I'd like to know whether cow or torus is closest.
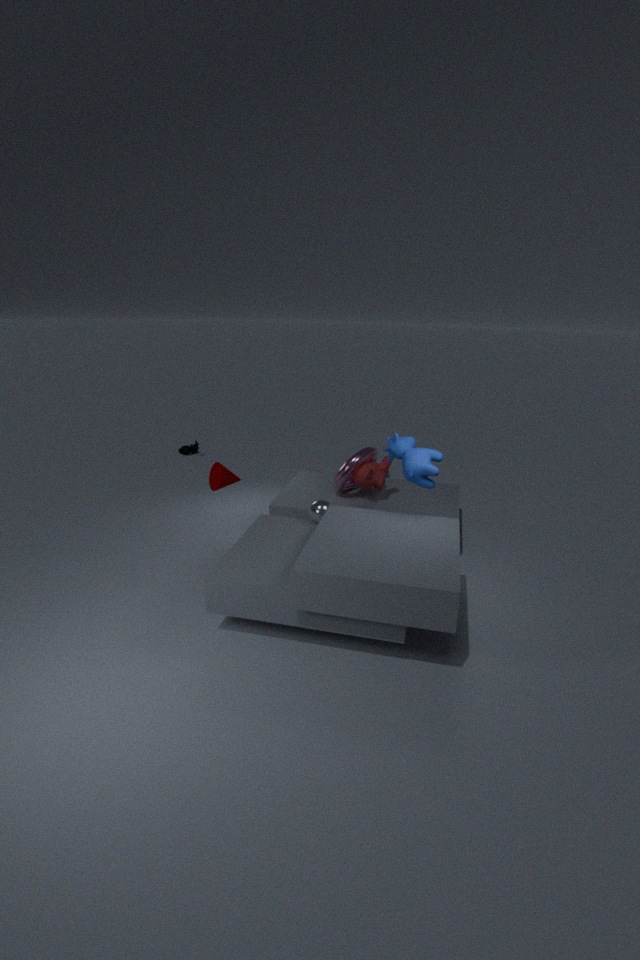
cow
